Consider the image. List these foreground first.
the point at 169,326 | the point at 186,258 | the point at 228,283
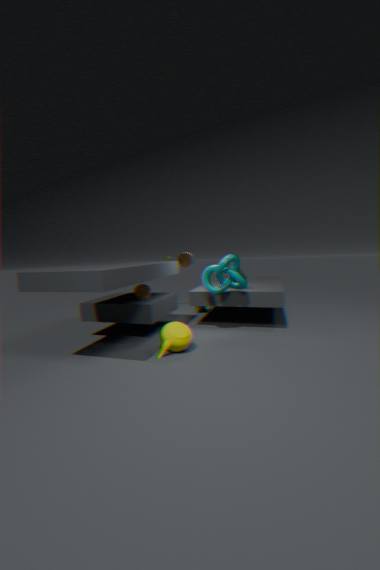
the point at 169,326
the point at 228,283
the point at 186,258
